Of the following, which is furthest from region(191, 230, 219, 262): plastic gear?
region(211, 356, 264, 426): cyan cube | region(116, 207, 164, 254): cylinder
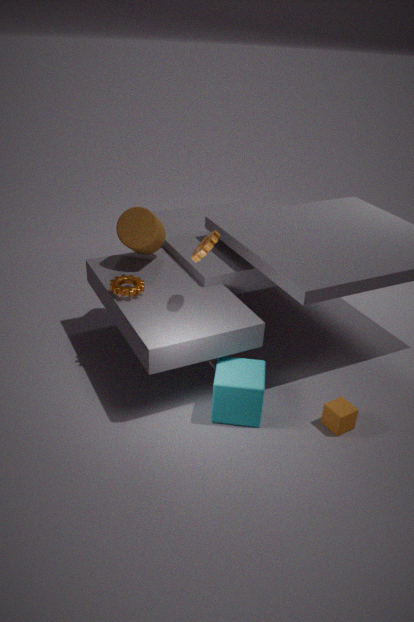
region(211, 356, 264, 426): cyan cube
